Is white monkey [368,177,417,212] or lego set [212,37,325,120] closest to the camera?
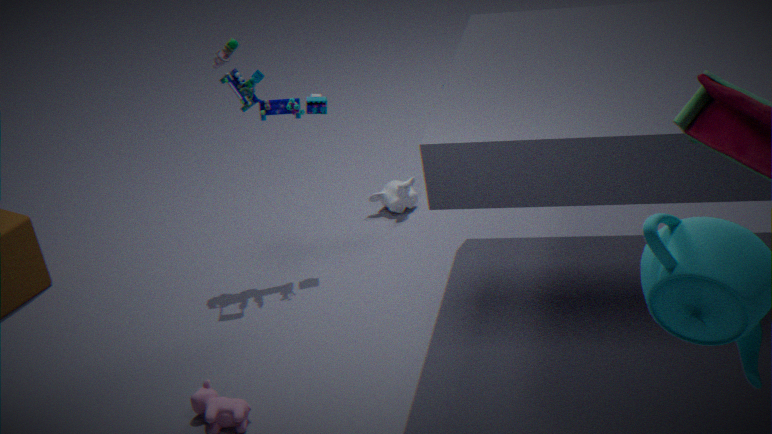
lego set [212,37,325,120]
